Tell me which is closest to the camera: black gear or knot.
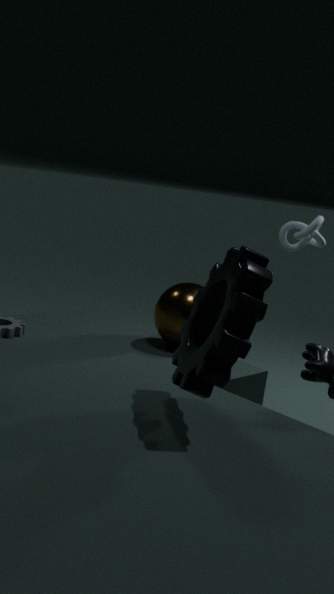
black gear
